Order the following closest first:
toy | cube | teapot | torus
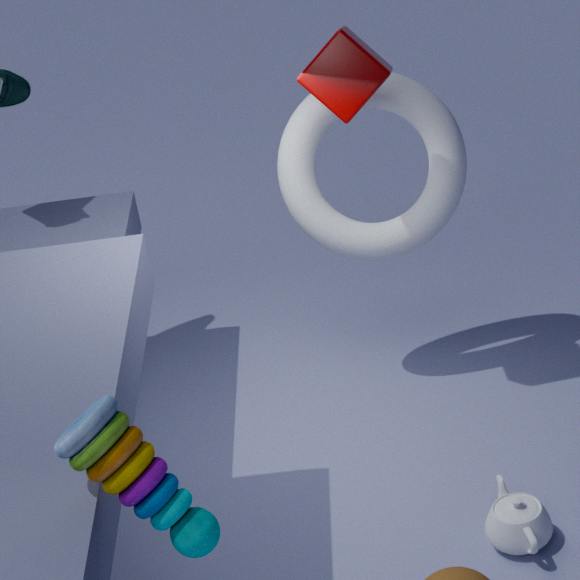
toy → teapot → cube → torus
